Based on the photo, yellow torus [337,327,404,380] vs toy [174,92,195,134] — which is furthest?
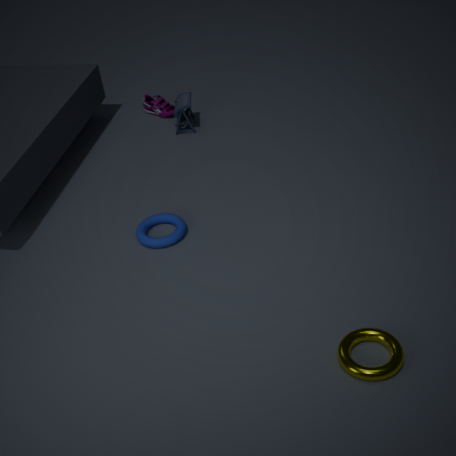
toy [174,92,195,134]
